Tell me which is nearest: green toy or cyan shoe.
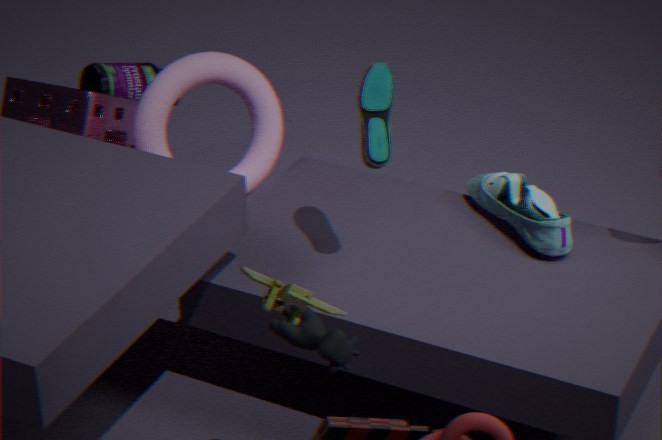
green toy
